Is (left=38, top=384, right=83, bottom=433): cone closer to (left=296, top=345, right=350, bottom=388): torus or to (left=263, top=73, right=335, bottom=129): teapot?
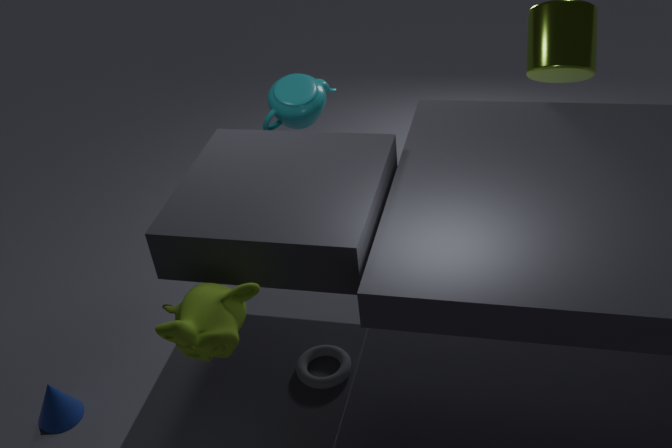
(left=296, top=345, right=350, bottom=388): torus
